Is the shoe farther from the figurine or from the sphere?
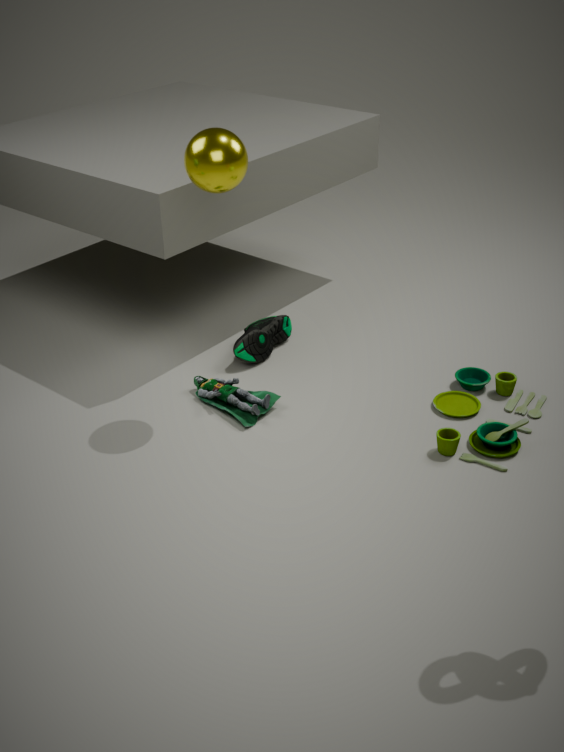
the sphere
